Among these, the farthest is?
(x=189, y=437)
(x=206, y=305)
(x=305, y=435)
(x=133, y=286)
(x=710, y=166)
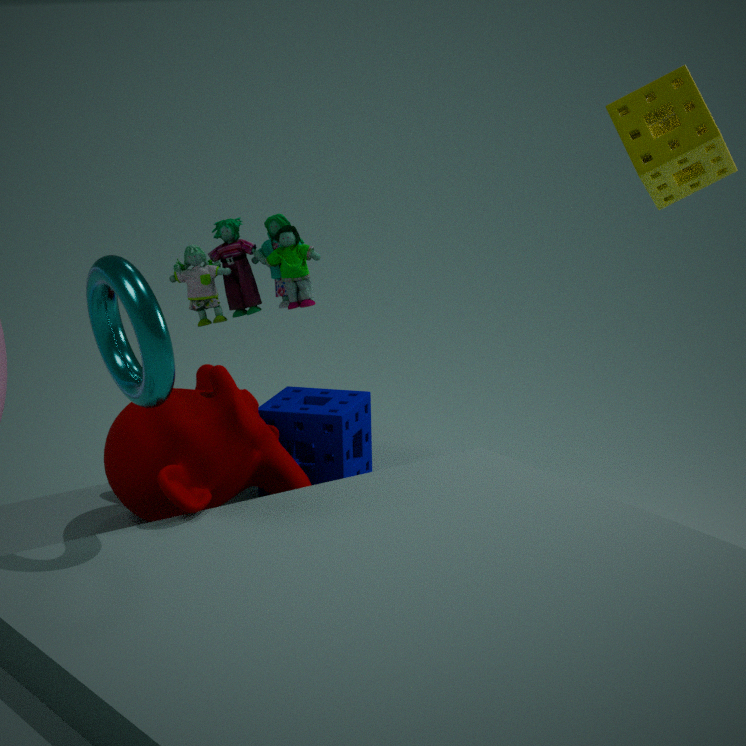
(x=206, y=305)
